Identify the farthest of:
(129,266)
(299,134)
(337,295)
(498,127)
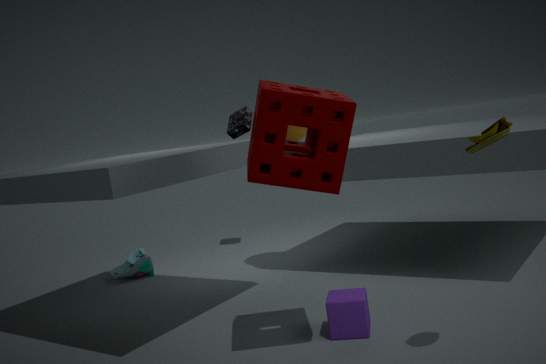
(129,266)
